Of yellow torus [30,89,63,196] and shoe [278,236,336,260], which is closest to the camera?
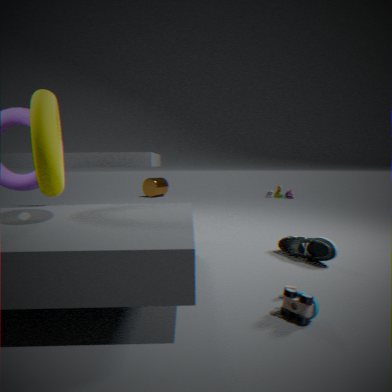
yellow torus [30,89,63,196]
